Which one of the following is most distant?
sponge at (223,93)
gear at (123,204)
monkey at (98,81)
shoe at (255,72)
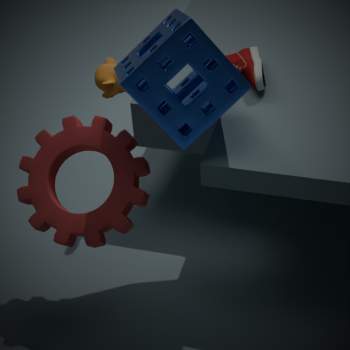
monkey at (98,81)
